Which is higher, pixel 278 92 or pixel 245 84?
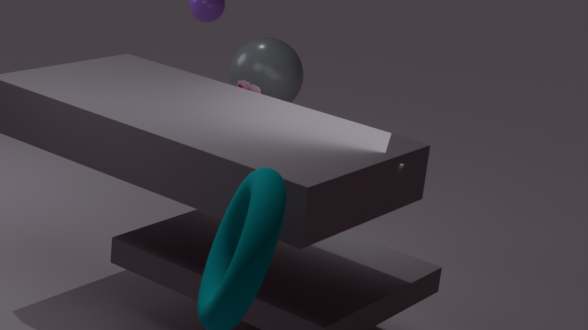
pixel 278 92
